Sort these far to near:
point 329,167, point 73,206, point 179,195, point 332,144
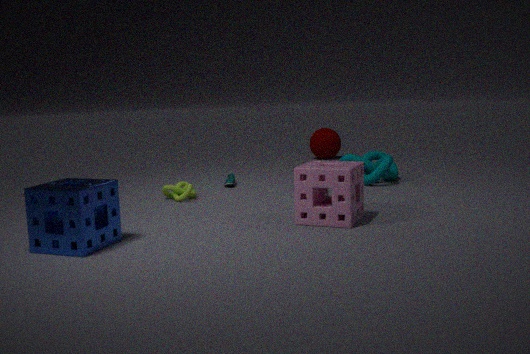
point 332,144 → point 179,195 → point 329,167 → point 73,206
